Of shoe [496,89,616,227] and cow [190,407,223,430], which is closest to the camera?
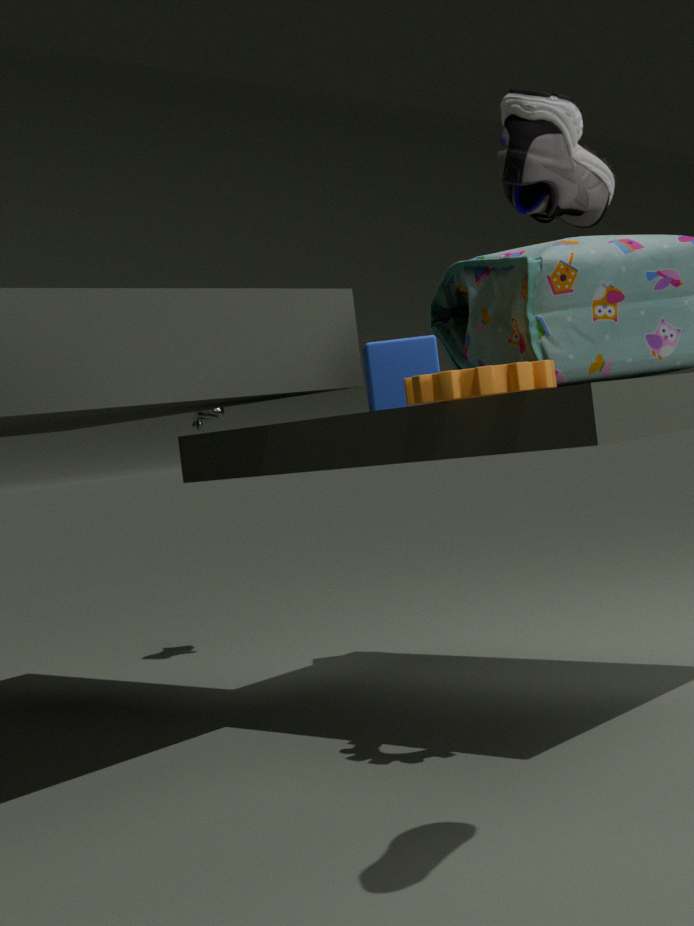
shoe [496,89,616,227]
